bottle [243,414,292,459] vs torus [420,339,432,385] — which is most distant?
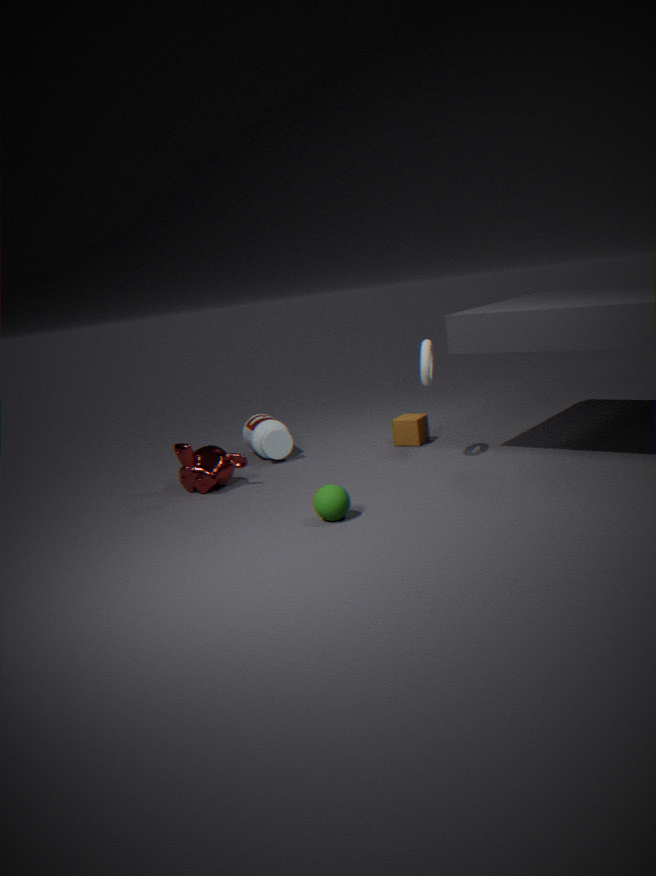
bottle [243,414,292,459]
